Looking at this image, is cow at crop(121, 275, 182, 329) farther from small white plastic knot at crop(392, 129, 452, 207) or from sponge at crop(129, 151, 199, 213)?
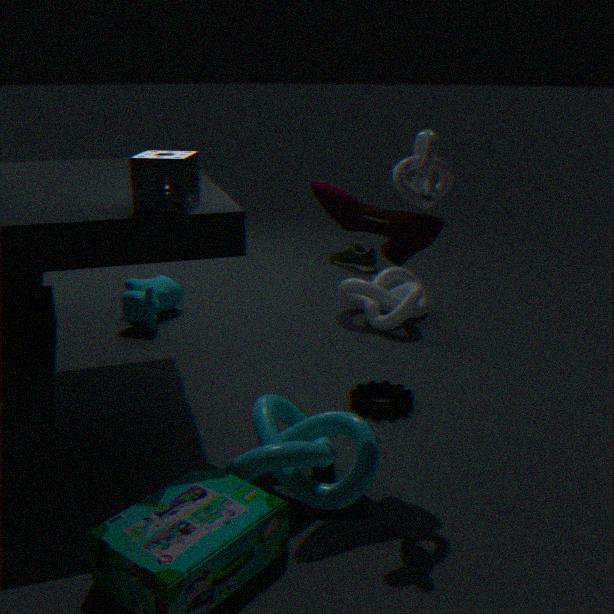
small white plastic knot at crop(392, 129, 452, 207)
